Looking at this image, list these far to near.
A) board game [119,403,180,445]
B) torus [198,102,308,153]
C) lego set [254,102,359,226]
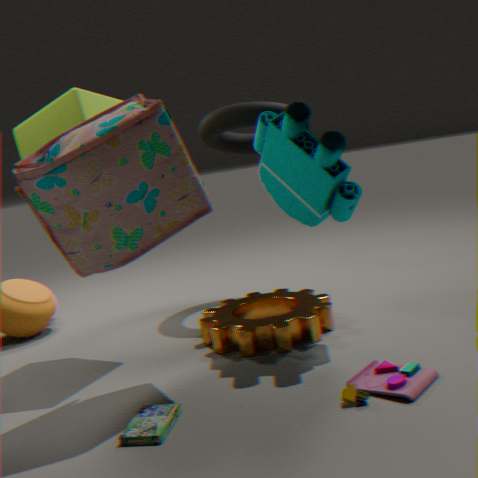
torus [198,102,308,153], lego set [254,102,359,226], board game [119,403,180,445]
